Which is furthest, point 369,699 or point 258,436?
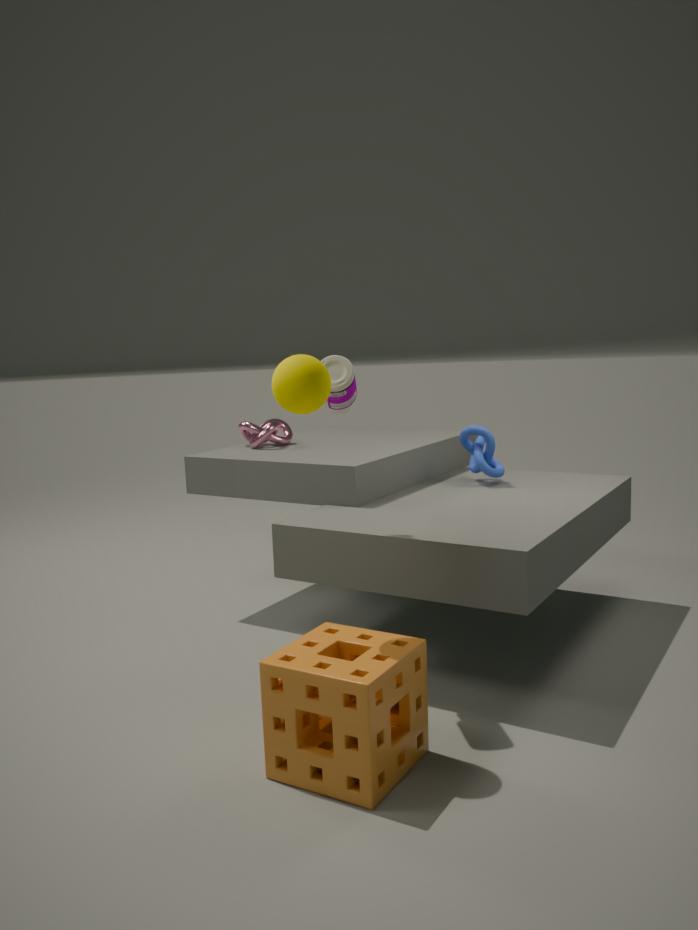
point 258,436
